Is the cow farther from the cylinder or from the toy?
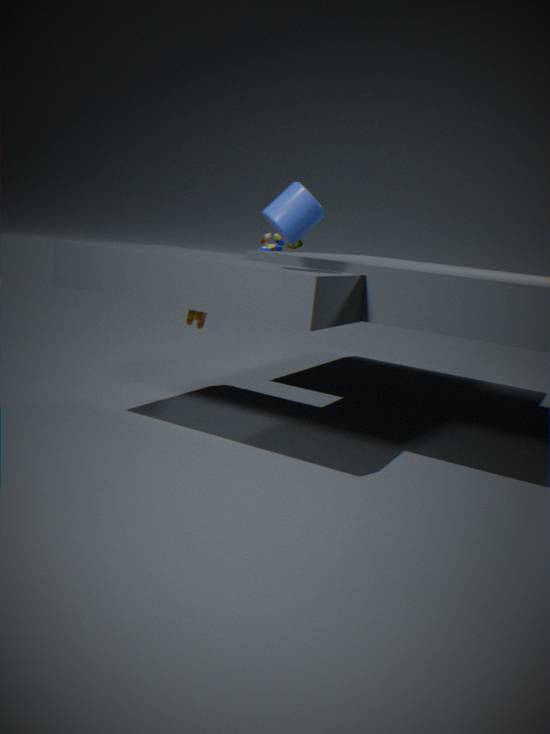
the cylinder
